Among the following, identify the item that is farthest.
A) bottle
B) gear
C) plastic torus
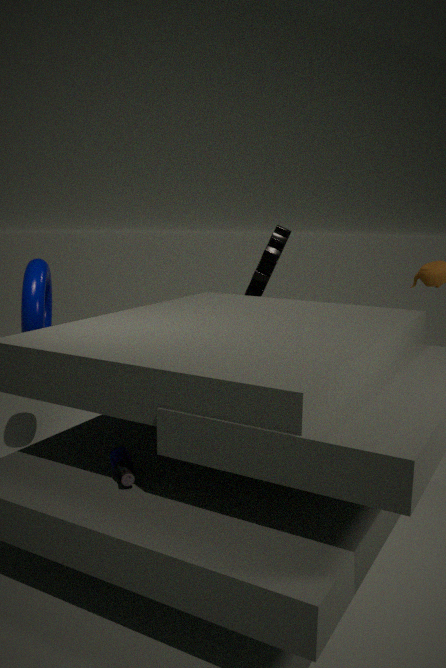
gear
